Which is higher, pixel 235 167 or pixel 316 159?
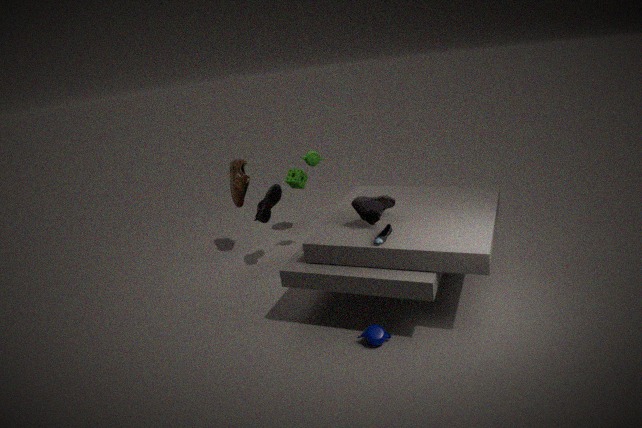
pixel 316 159
